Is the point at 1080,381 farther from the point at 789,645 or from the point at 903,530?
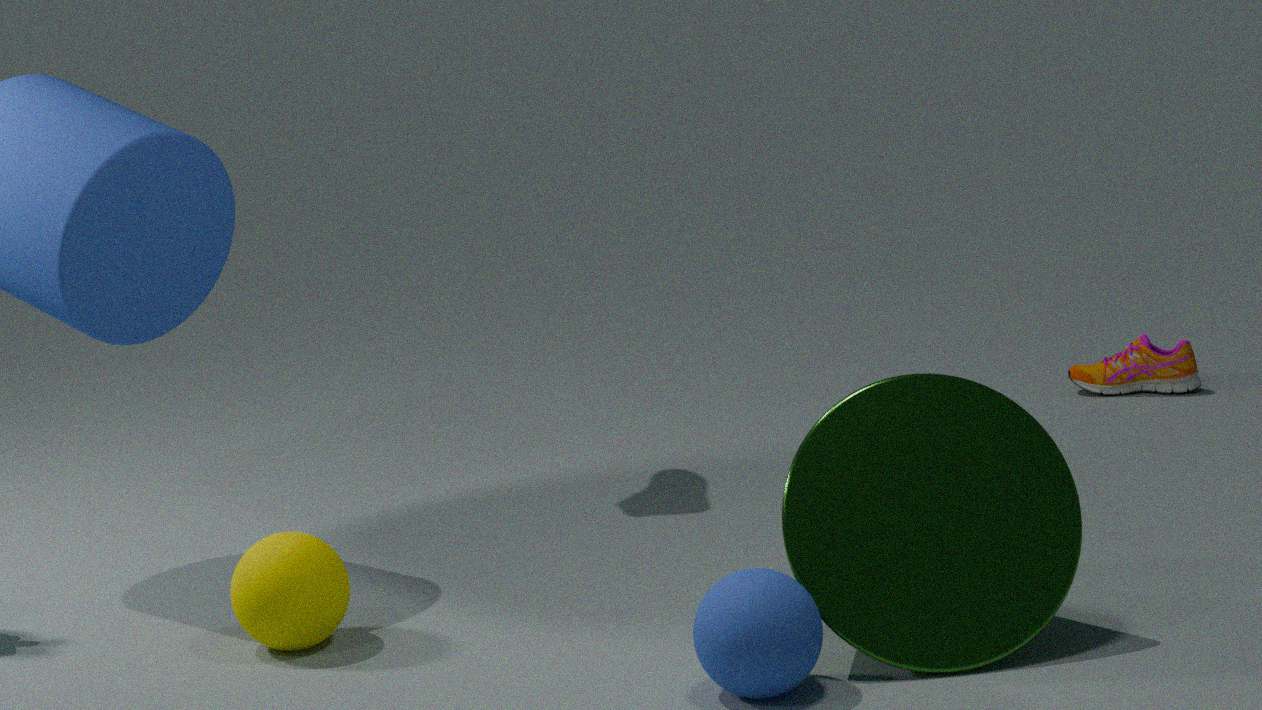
the point at 789,645
